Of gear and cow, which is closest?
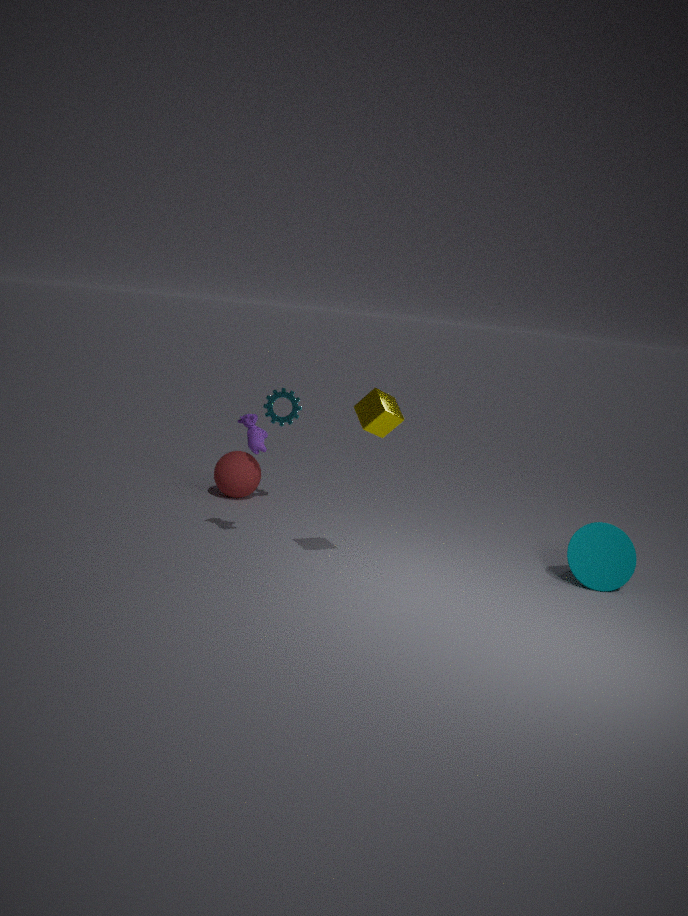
cow
